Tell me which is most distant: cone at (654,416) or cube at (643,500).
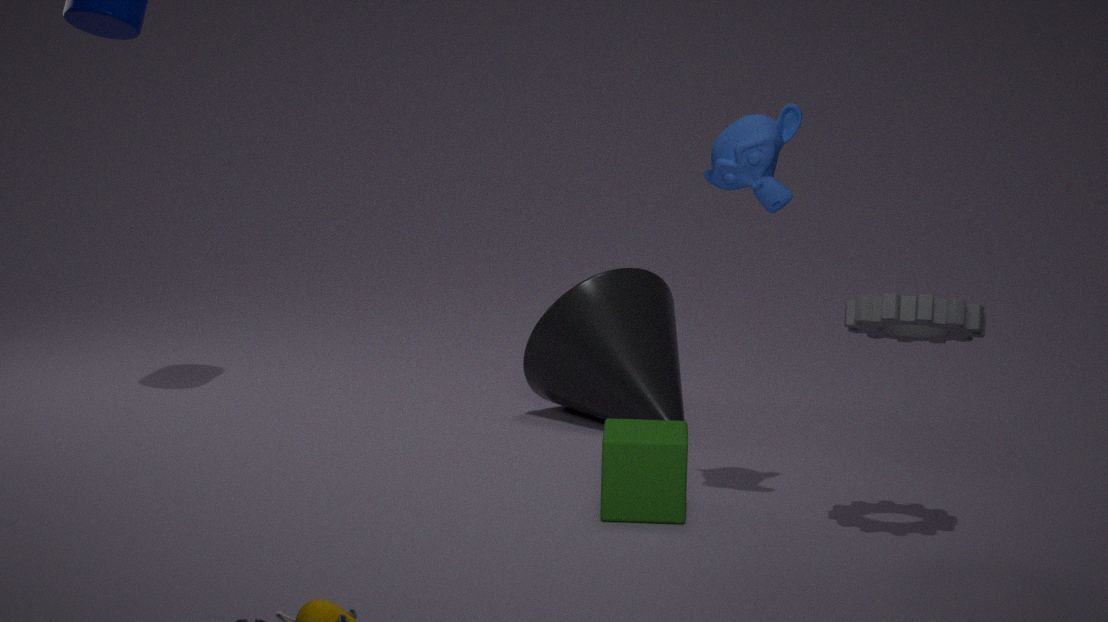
cone at (654,416)
